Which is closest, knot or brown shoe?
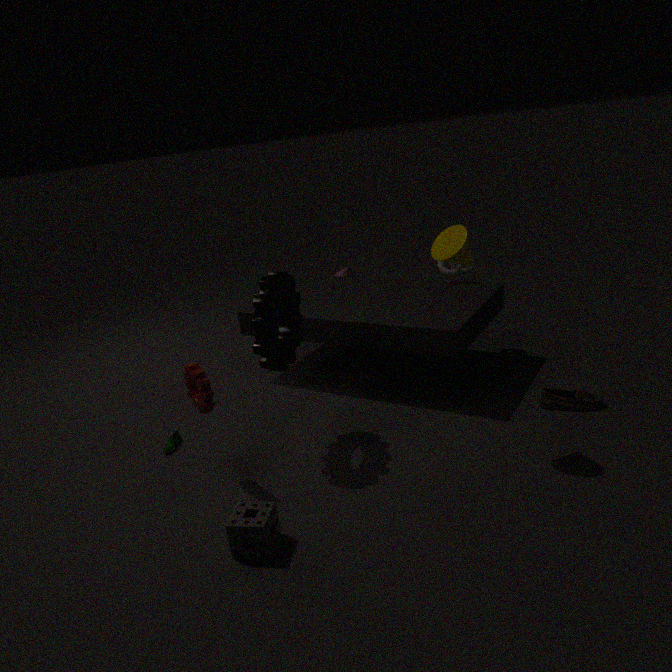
brown shoe
